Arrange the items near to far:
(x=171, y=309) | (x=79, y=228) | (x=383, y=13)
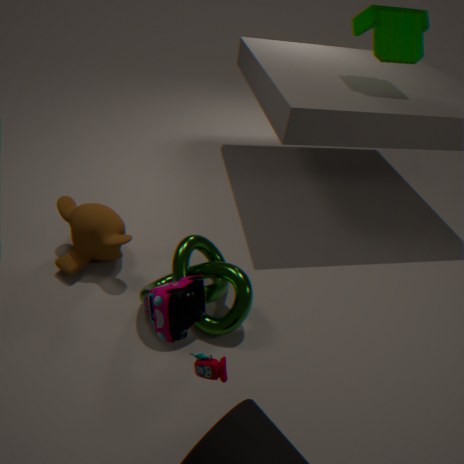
(x=171, y=309) < (x=79, y=228) < (x=383, y=13)
